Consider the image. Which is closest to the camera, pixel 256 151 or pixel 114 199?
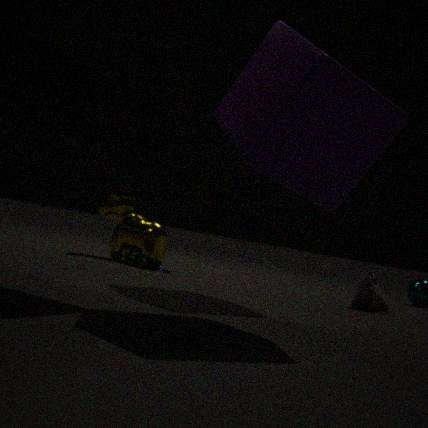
pixel 256 151
